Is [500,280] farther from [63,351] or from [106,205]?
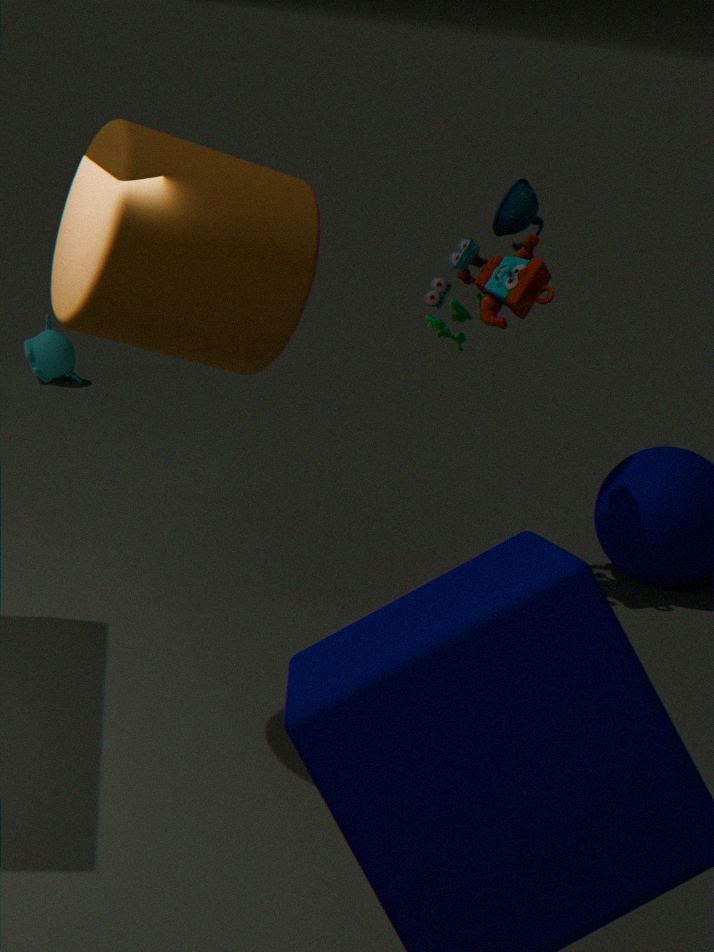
[63,351]
